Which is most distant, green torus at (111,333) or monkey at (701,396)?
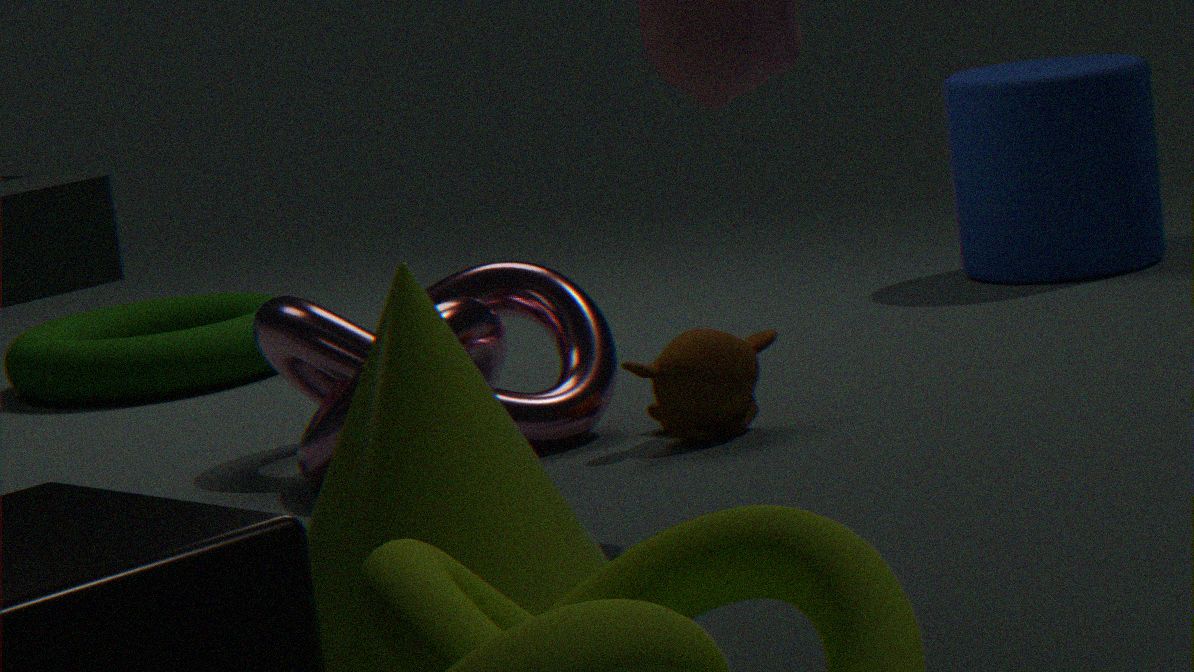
green torus at (111,333)
